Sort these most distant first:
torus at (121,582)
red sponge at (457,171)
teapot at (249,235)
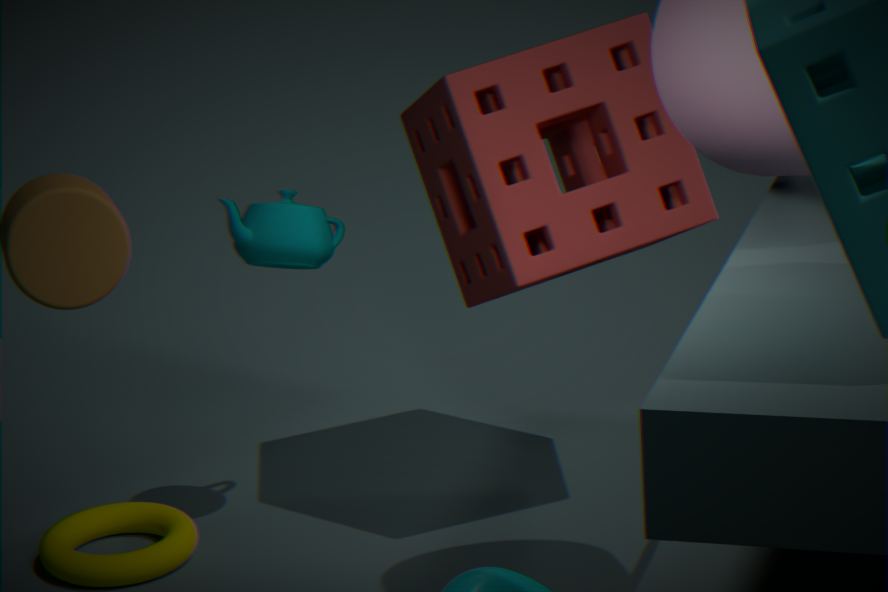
torus at (121,582) → teapot at (249,235) → red sponge at (457,171)
